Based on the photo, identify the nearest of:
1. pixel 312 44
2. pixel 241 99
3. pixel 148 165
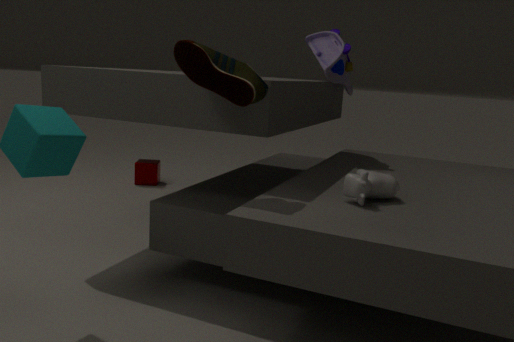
pixel 241 99
